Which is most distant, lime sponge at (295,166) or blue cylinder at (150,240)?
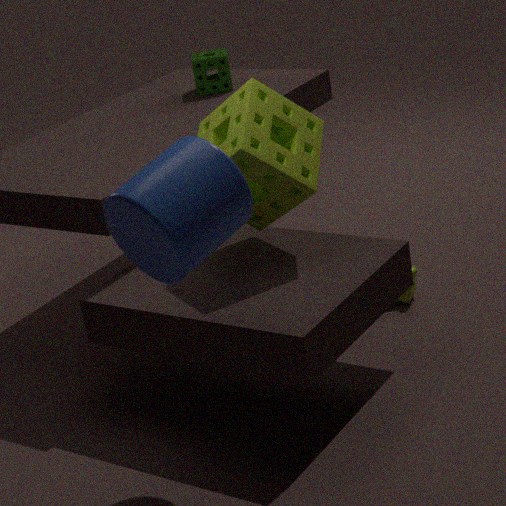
lime sponge at (295,166)
